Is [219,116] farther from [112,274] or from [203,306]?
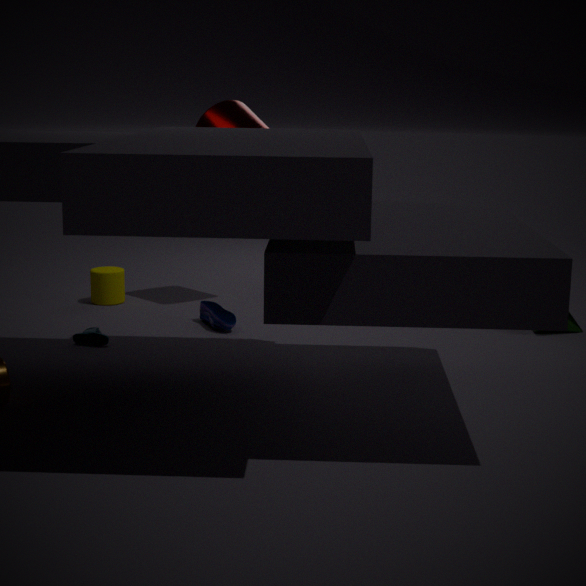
[112,274]
